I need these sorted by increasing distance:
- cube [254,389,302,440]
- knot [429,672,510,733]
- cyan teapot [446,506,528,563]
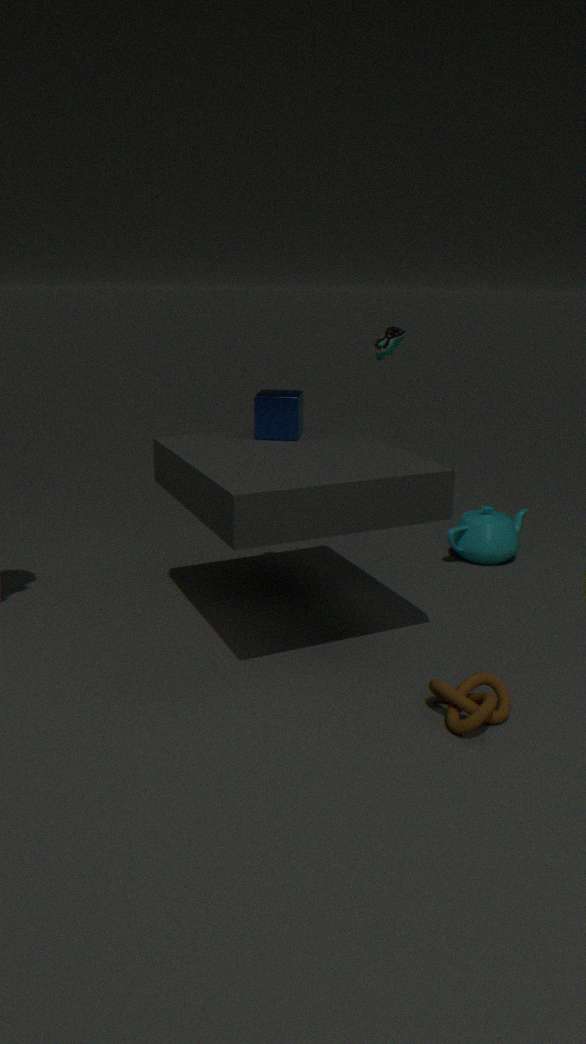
knot [429,672,510,733], cube [254,389,302,440], cyan teapot [446,506,528,563]
